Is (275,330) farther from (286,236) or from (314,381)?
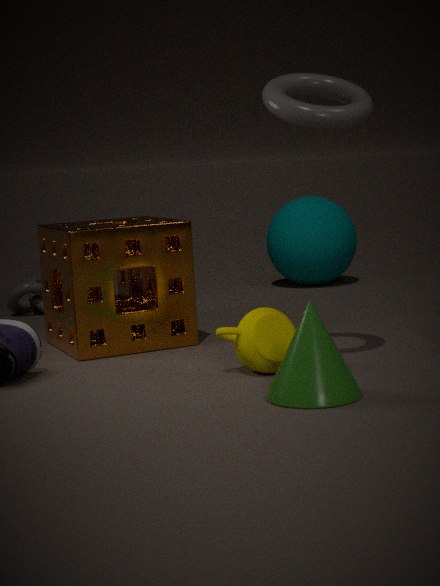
(286,236)
